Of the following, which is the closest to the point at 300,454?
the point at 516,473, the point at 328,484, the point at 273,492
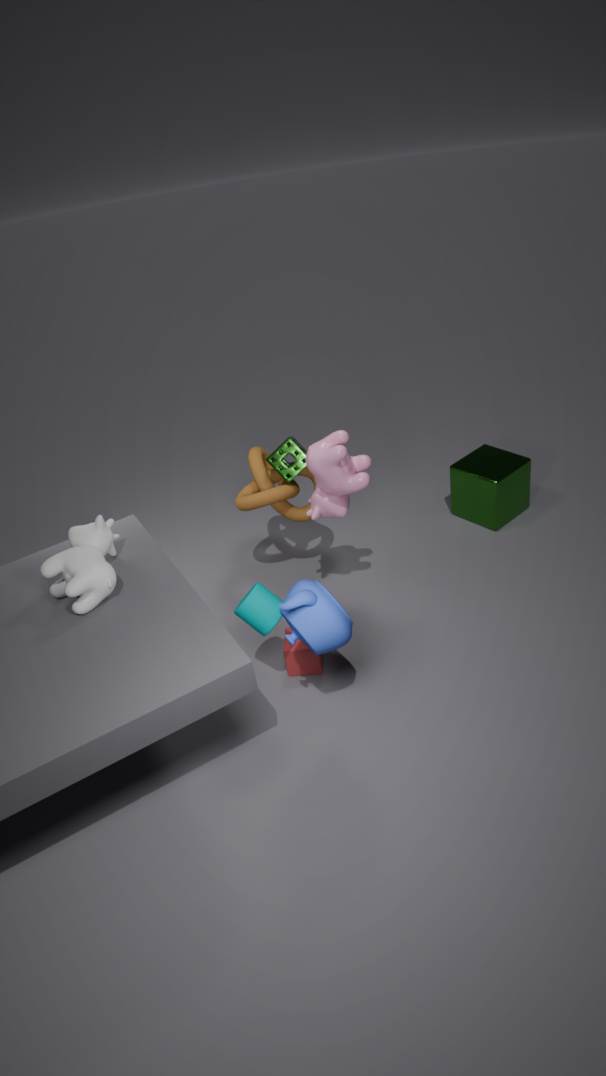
the point at 273,492
